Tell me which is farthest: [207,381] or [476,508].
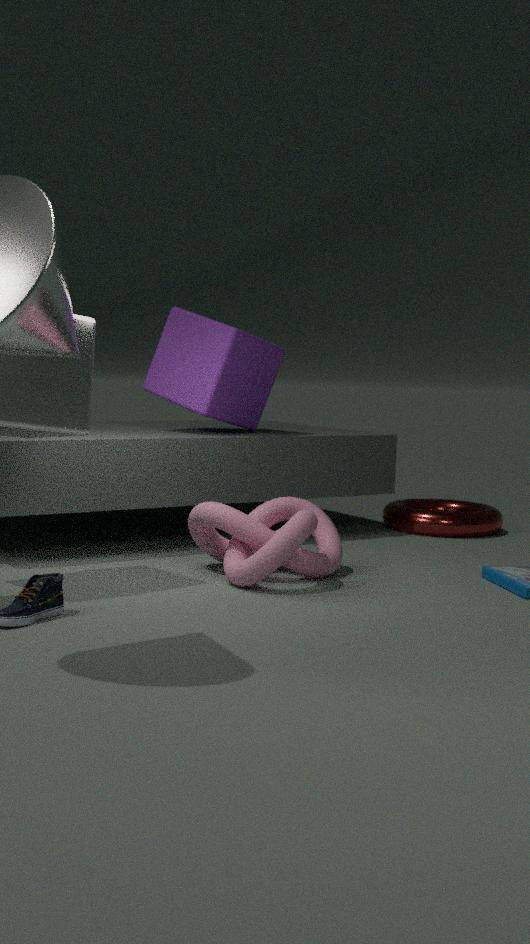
[476,508]
